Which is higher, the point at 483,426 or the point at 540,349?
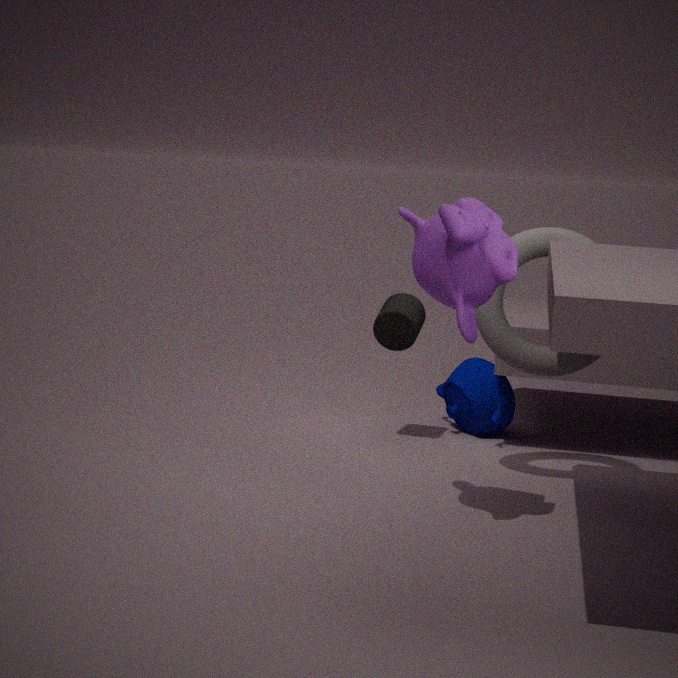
the point at 540,349
